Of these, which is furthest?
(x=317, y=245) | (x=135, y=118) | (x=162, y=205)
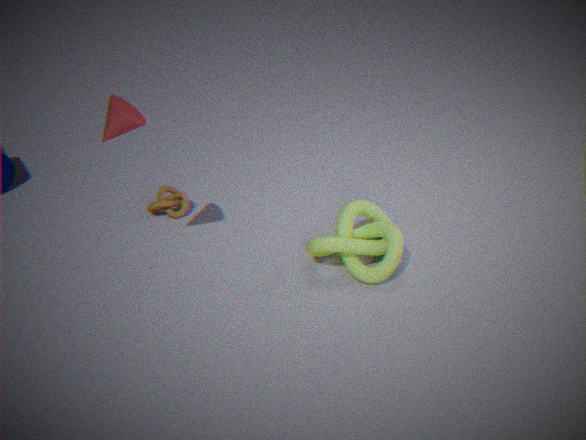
(x=162, y=205)
